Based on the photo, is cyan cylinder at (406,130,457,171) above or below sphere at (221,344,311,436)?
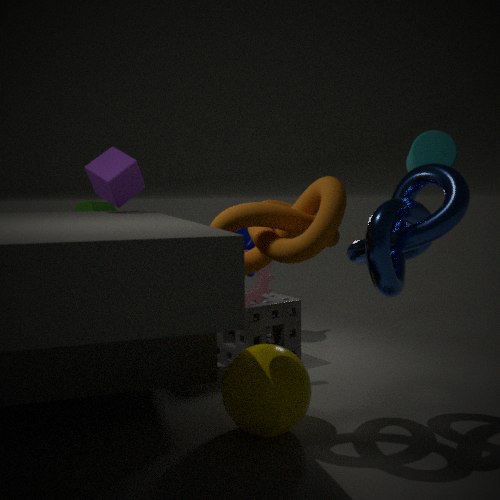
above
